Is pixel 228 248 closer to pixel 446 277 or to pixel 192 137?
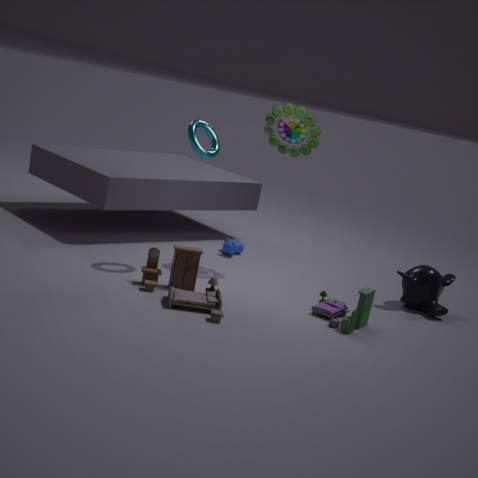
pixel 192 137
